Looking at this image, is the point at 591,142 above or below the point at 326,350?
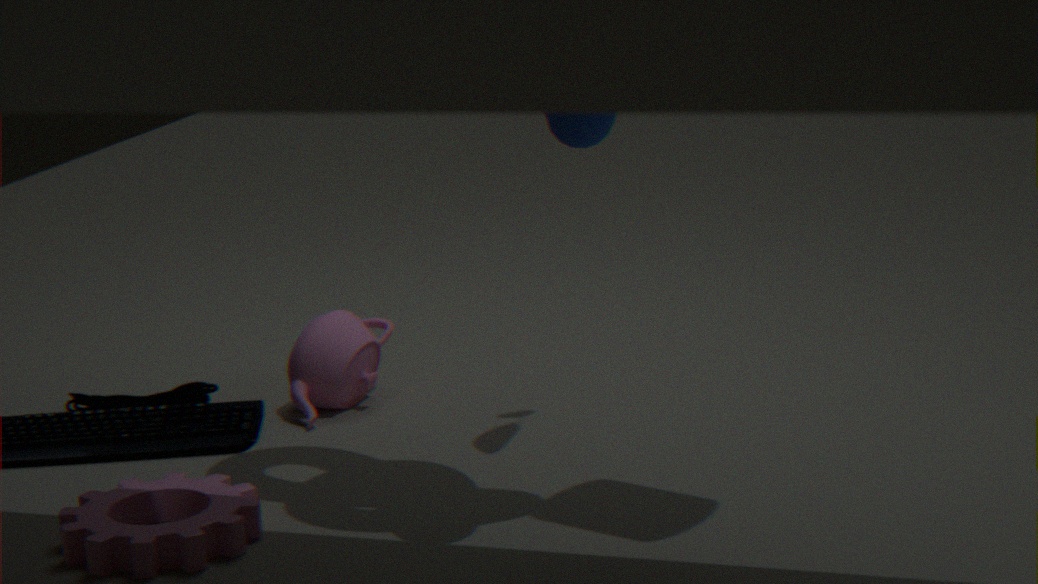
above
